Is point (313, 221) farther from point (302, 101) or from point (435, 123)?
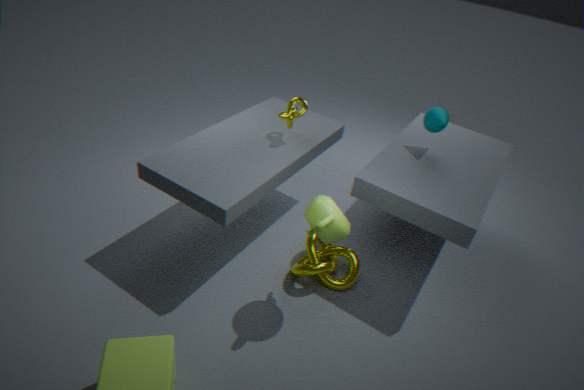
point (435, 123)
